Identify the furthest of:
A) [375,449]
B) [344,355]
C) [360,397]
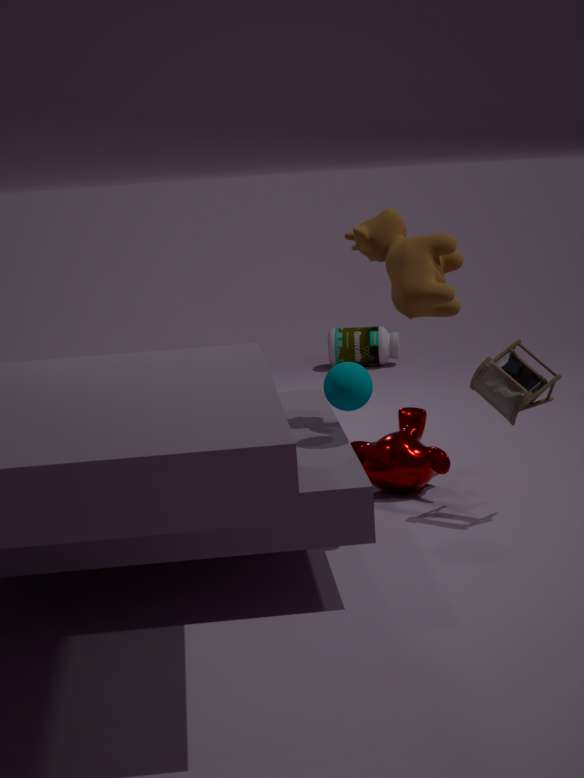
[344,355]
